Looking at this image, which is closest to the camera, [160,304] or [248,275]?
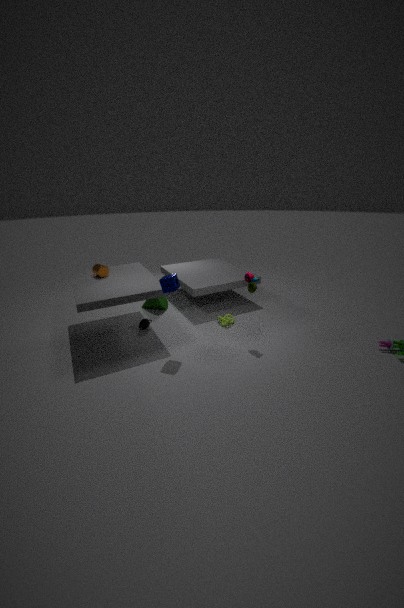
[248,275]
